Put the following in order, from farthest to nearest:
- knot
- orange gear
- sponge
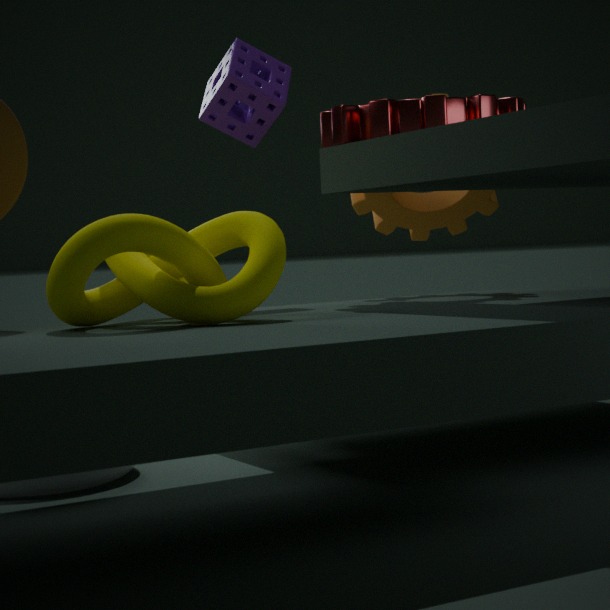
orange gear < sponge < knot
